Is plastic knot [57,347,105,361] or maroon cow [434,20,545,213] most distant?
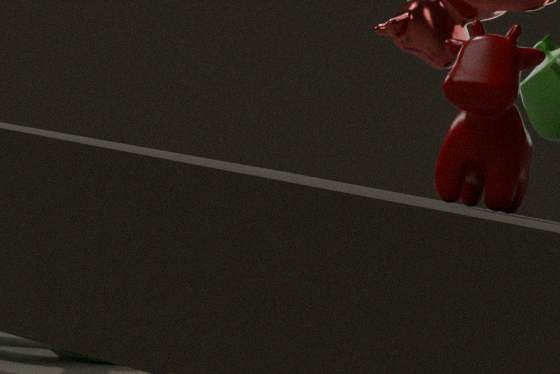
plastic knot [57,347,105,361]
